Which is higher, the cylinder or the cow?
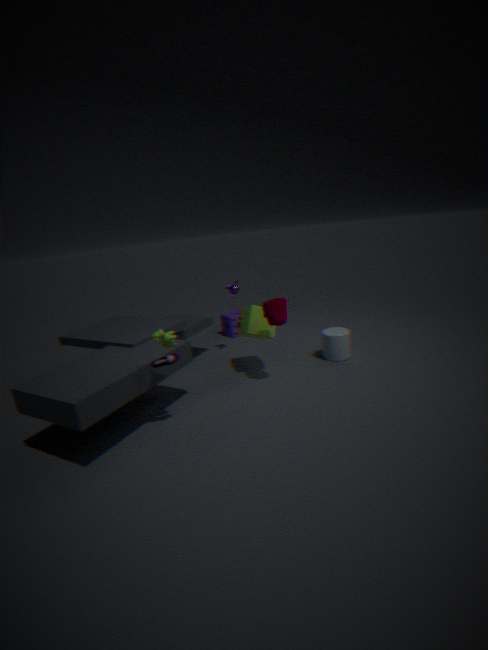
the cow
